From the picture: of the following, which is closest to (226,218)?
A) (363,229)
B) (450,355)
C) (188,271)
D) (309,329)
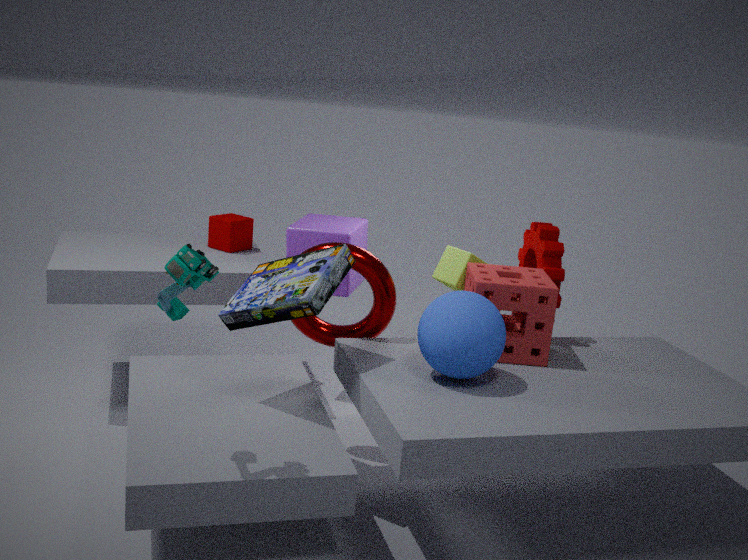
(363,229)
